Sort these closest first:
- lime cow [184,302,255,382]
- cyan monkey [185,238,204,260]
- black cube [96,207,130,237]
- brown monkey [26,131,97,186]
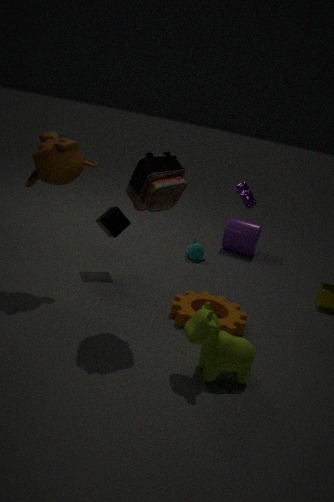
1. lime cow [184,302,255,382]
2. brown monkey [26,131,97,186]
3. black cube [96,207,130,237]
4. cyan monkey [185,238,204,260]
